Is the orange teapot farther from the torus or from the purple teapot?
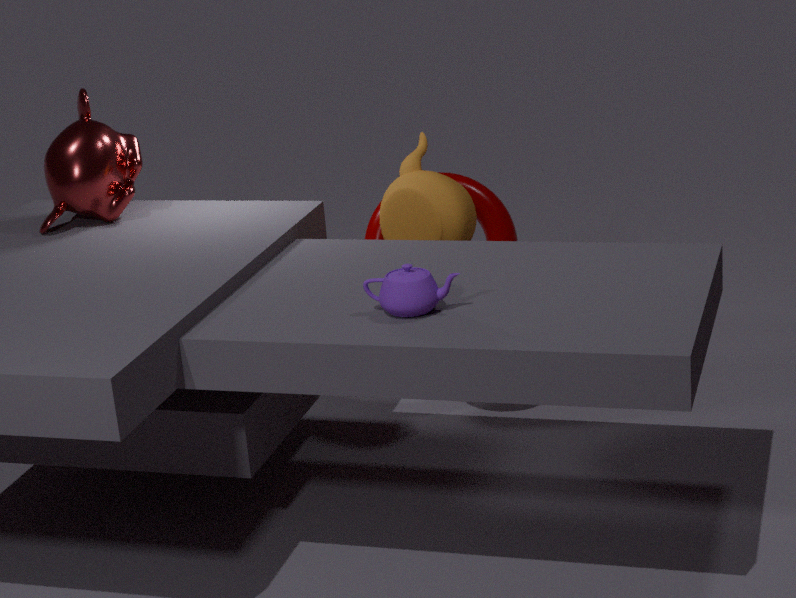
the purple teapot
